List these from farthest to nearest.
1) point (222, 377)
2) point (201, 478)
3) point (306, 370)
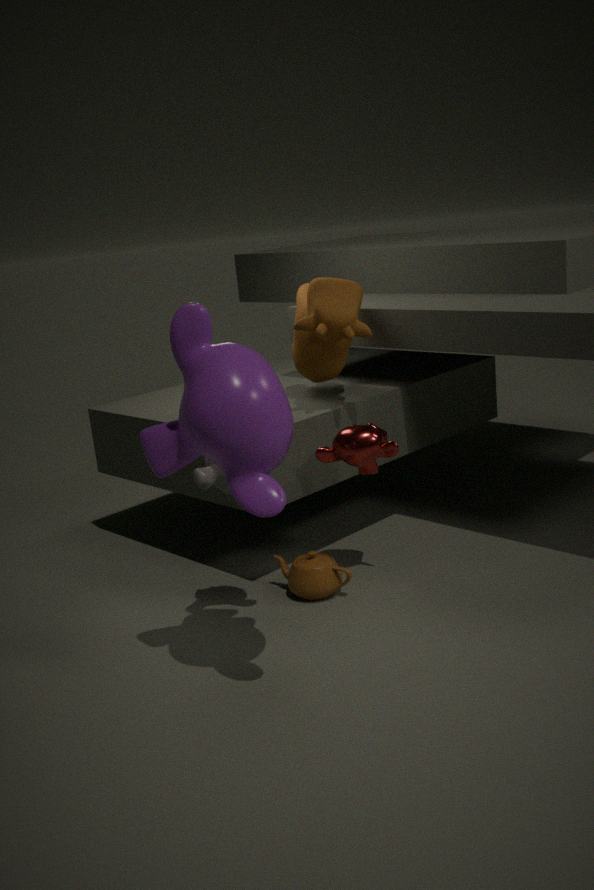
3. point (306, 370) → 2. point (201, 478) → 1. point (222, 377)
